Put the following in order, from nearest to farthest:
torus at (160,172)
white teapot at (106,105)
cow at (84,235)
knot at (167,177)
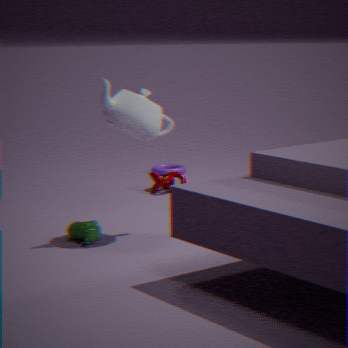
white teapot at (106,105)
cow at (84,235)
knot at (167,177)
torus at (160,172)
